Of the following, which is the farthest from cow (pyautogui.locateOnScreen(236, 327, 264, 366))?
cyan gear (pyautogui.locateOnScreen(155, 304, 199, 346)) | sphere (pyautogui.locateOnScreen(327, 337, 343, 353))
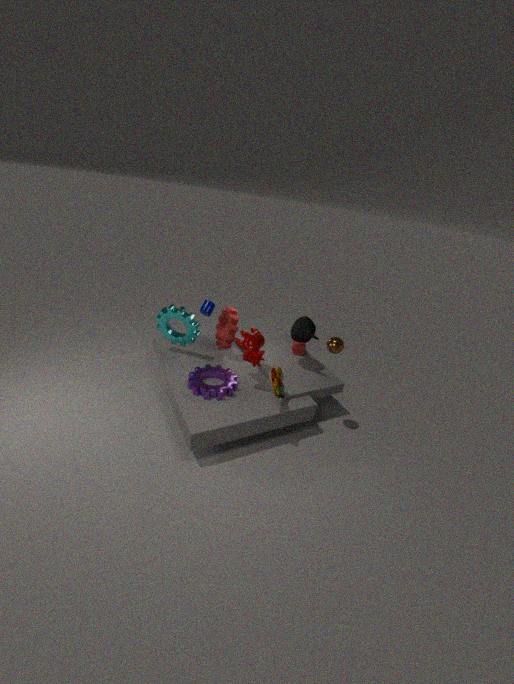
sphere (pyautogui.locateOnScreen(327, 337, 343, 353))
